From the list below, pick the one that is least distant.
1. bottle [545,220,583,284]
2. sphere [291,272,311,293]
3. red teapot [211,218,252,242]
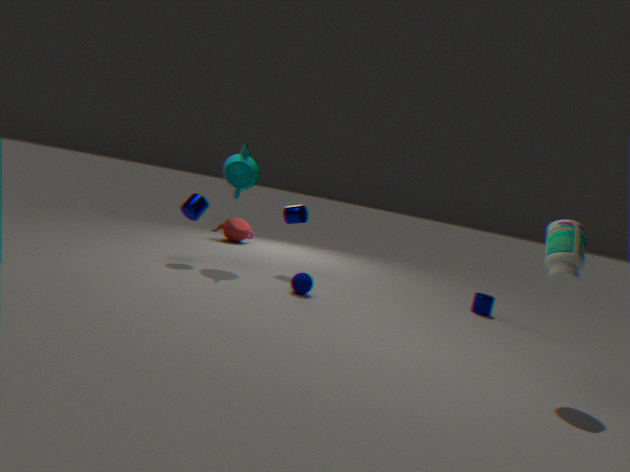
bottle [545,220,583,284]
